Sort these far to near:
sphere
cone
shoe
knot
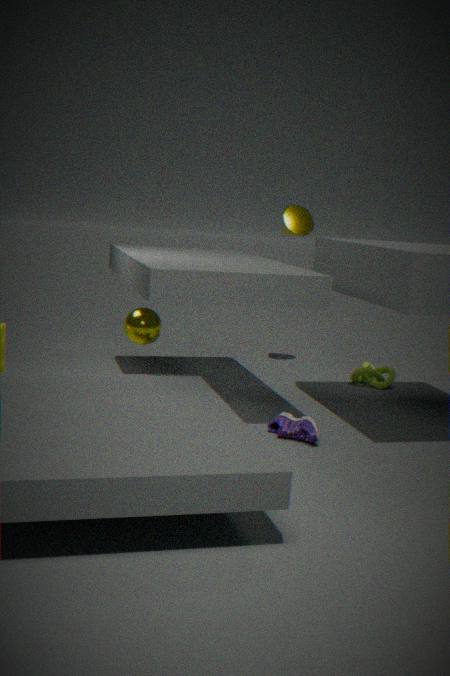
cone
knot
sphere
shoe
